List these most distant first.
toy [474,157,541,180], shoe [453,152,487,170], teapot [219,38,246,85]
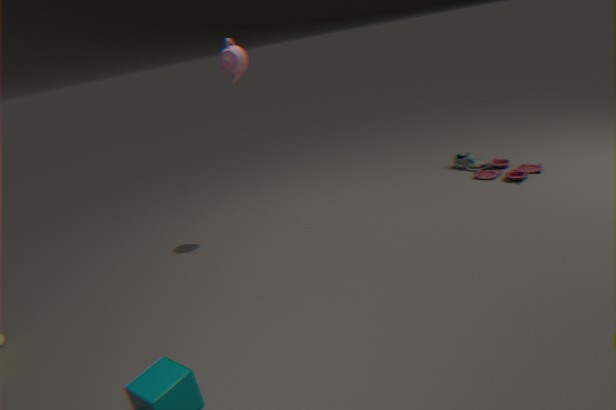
shoe [453,152,487,170] < toy [474,157,541,180] < teapot [219,38,246,85]
